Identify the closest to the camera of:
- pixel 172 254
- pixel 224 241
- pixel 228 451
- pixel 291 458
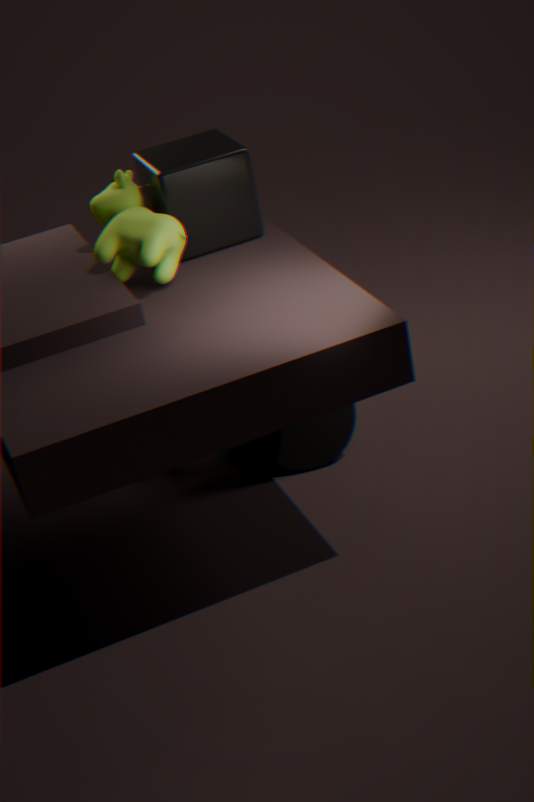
pixel 172 254
